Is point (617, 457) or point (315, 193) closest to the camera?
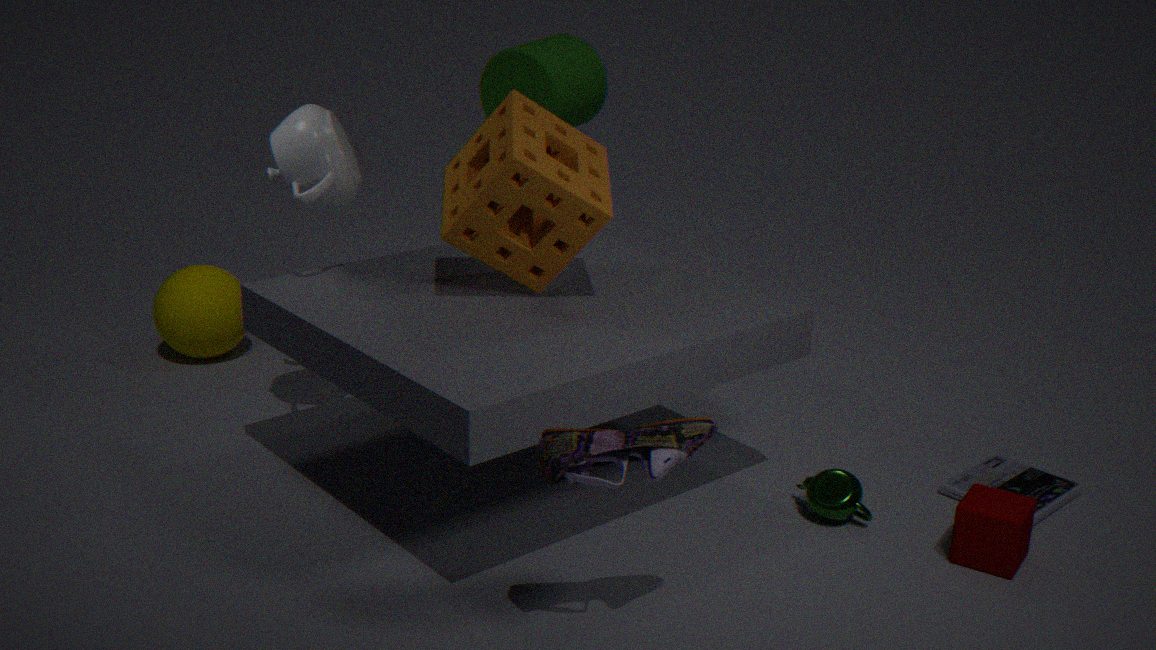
point (617, 457)
